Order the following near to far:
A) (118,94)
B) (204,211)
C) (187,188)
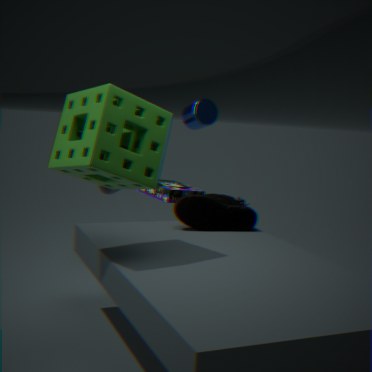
(118,94)
(204,211)
(187,188)
